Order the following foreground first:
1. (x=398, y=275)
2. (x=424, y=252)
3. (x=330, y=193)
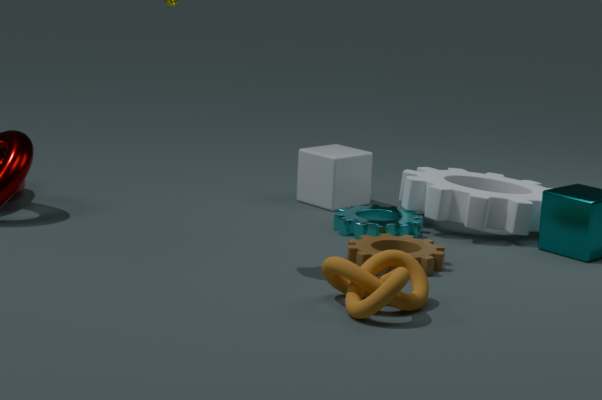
(x=398, y=275) → (x=424, y=252) → (x=330, y=193)
